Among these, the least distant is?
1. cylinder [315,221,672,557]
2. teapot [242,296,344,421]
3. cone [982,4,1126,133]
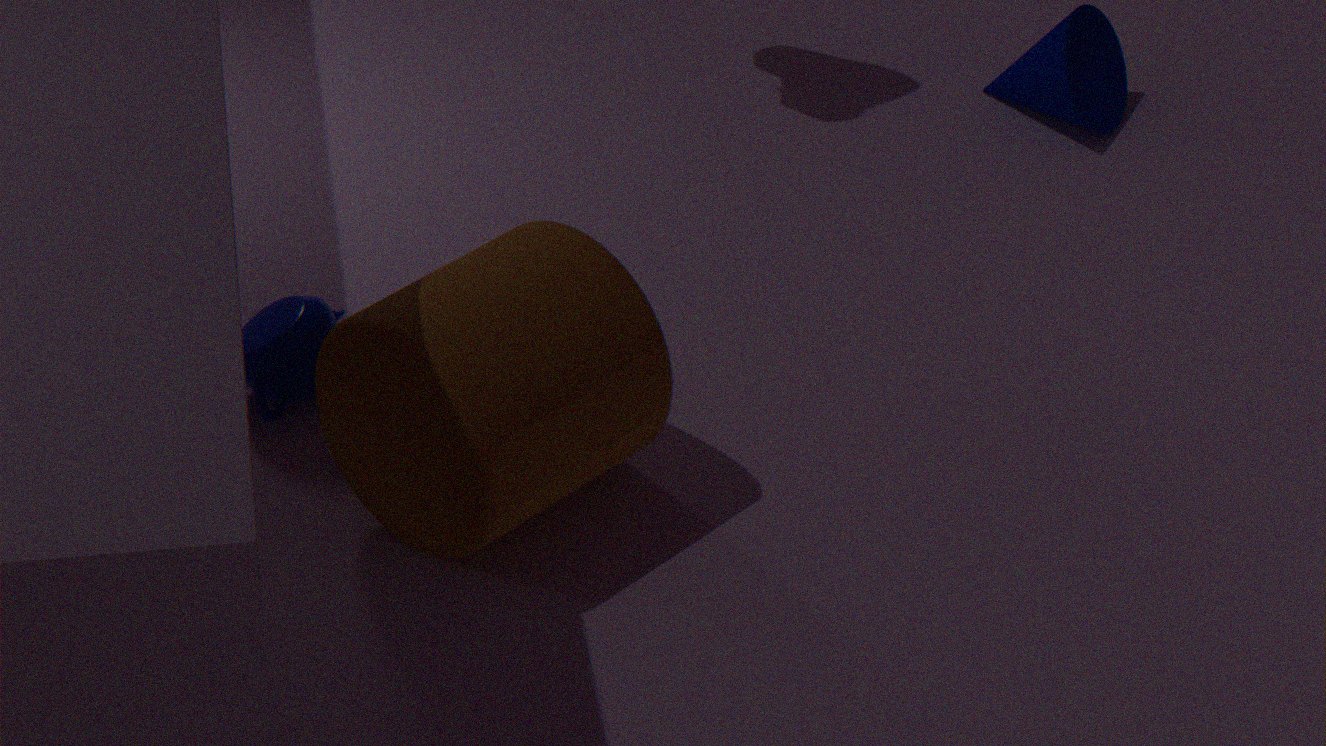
cylinder [315,221,672,557]
